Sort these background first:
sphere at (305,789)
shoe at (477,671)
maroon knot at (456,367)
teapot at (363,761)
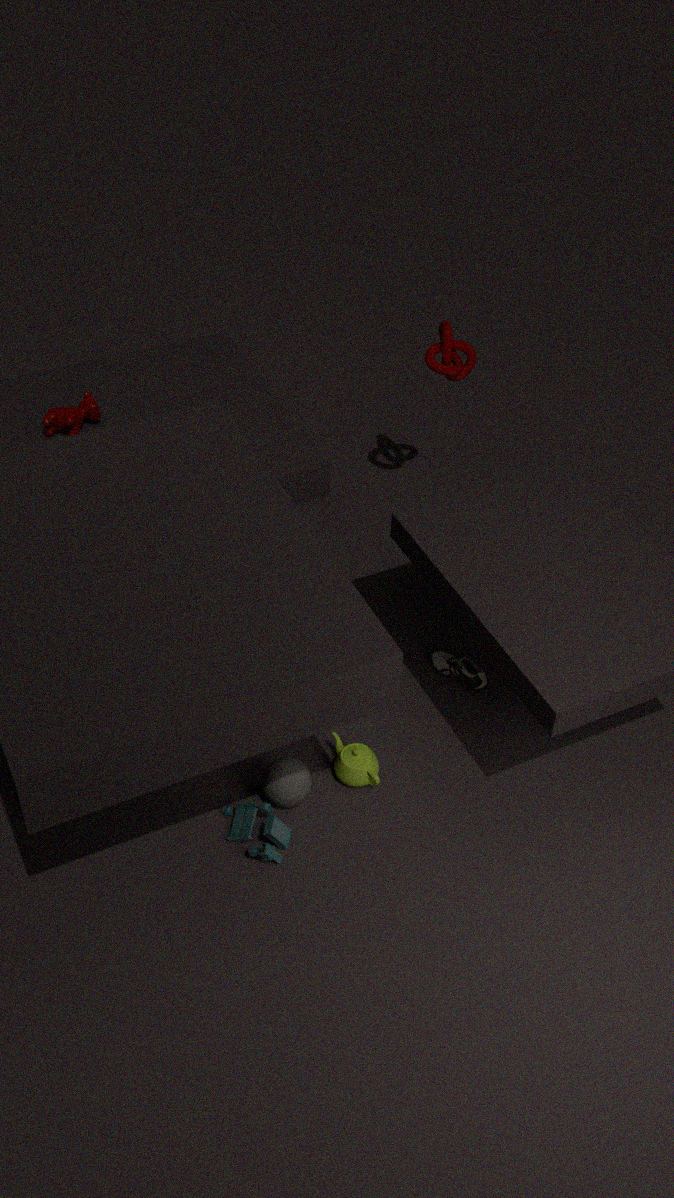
maroon knot at (456,367) → shoe at (477,671) → teapot at (363,761) → sphere at (305,789)
